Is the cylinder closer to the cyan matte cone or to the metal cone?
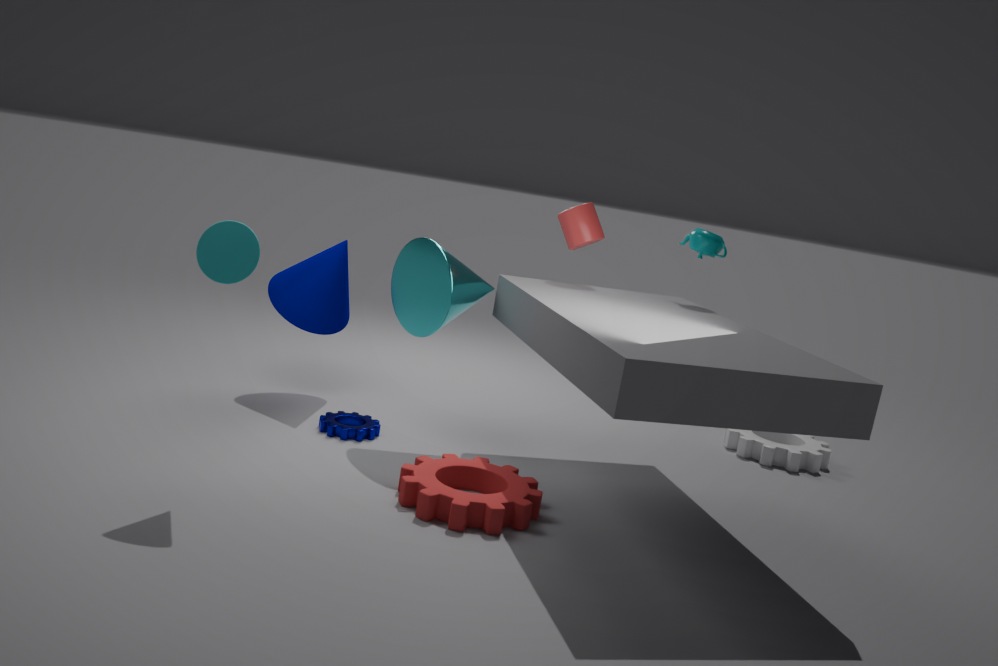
the metal cone
